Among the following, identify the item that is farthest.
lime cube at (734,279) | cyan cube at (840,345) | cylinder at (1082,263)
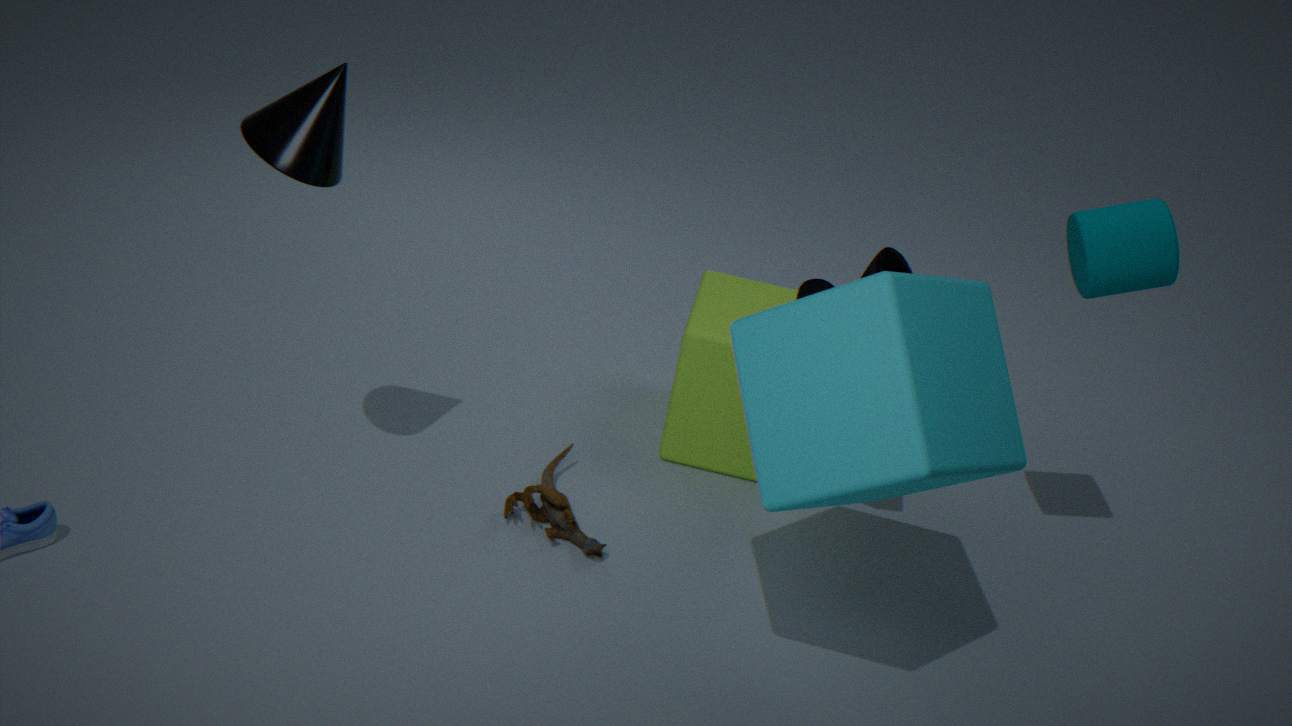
lime cube at (734,279)
